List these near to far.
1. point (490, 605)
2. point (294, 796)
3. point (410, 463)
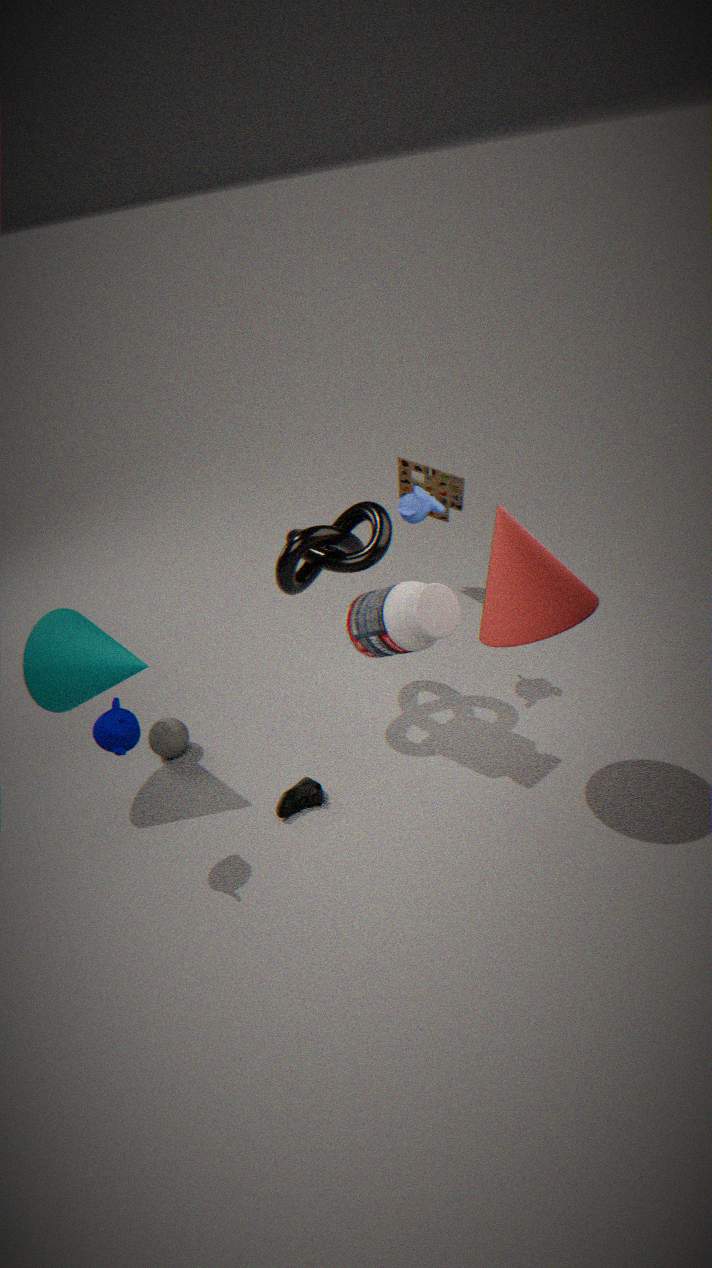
point (490, 605) < point (294, 796) < point (410, 463)
